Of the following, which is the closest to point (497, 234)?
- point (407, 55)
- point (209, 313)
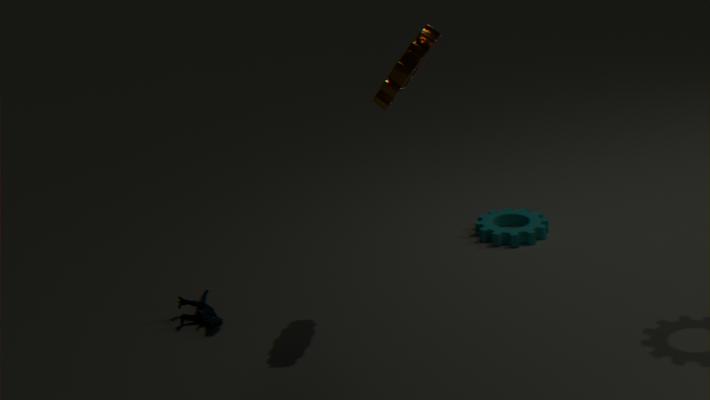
point (407, 55)
